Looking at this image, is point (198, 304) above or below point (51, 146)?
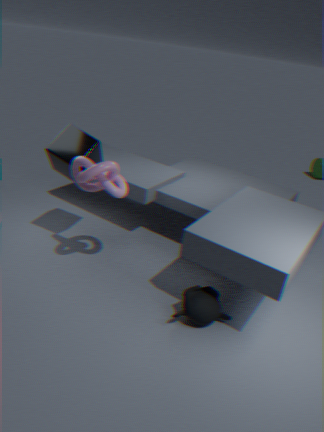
below
